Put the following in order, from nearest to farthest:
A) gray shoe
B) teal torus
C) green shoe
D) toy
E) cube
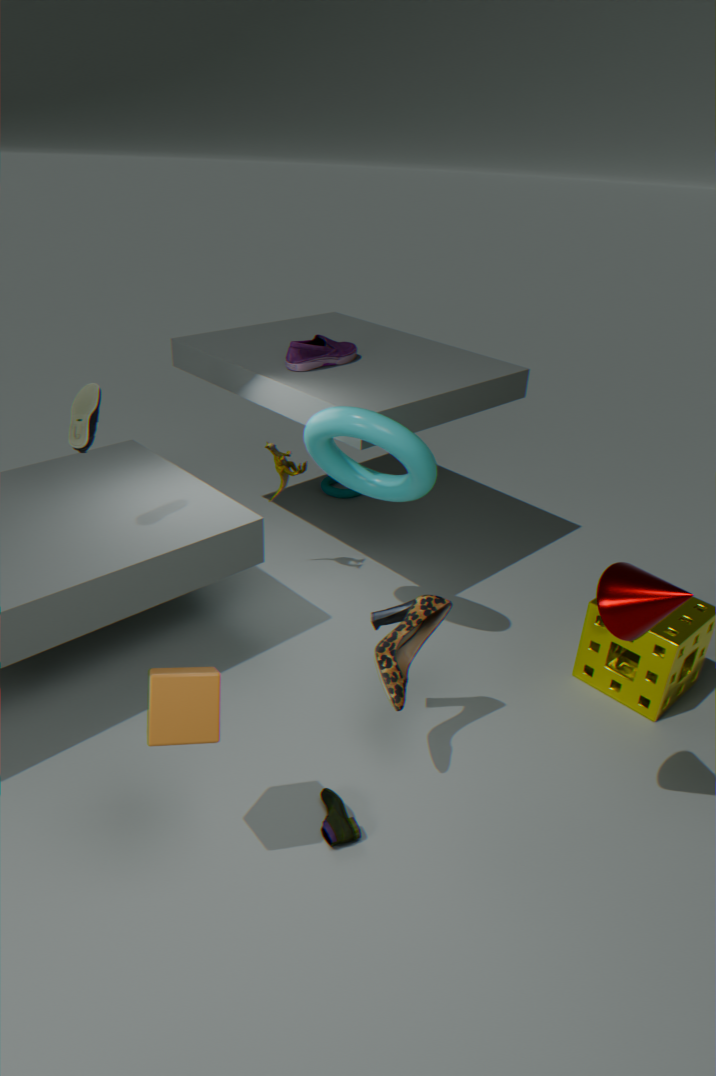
cube, green shoe, gray shoe, toy, teal torus
